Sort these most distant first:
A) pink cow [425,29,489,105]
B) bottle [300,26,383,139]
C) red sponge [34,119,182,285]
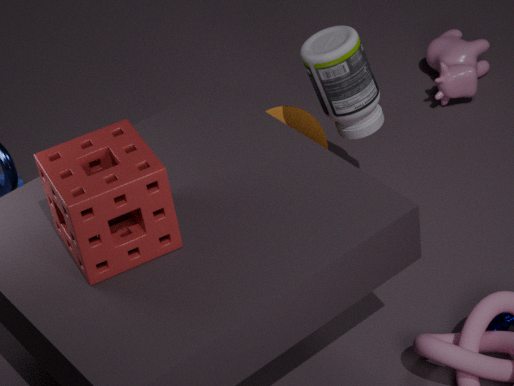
pink cow [425,29,489,105] → bottle [300,26,383,139] → red sponge [34,119,182,285]
